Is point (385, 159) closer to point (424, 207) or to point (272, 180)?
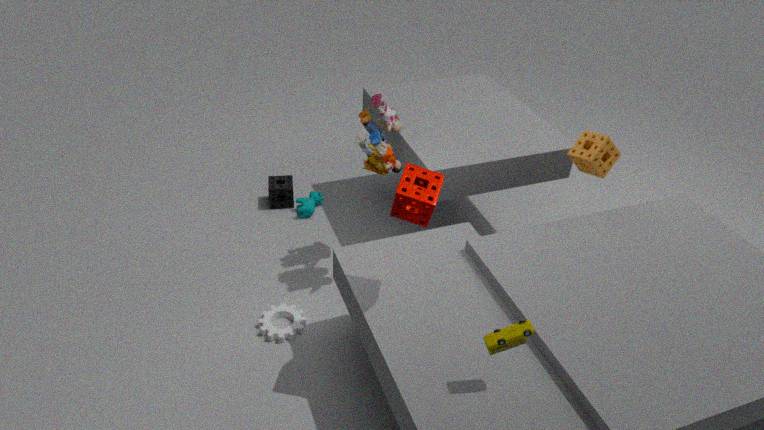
point (424, 207)
